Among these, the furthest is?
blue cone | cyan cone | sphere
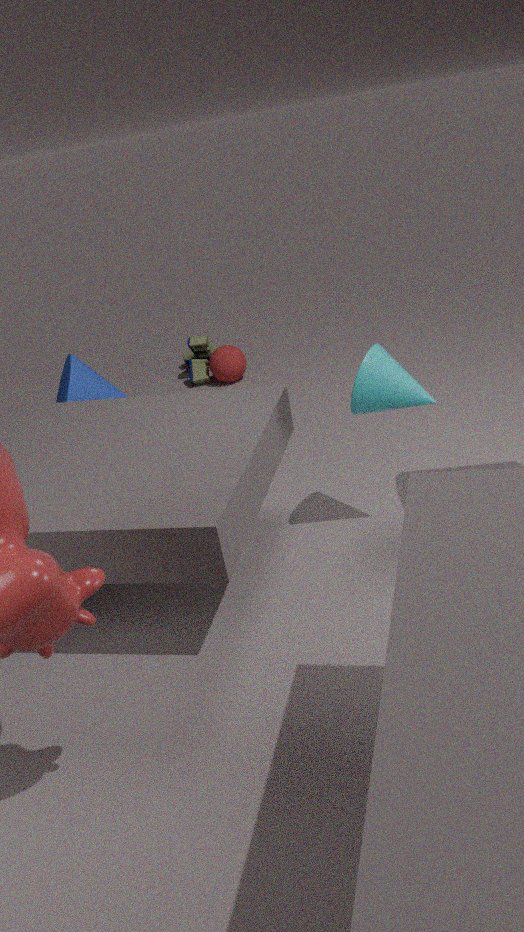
sphere
